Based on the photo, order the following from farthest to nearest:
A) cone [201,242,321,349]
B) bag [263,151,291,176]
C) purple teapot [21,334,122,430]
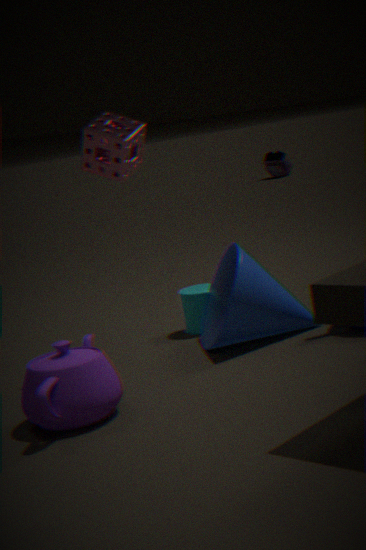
bag [263,151,291,176], cone [201,242,321,349], purple teapot [21,334,122,430]
